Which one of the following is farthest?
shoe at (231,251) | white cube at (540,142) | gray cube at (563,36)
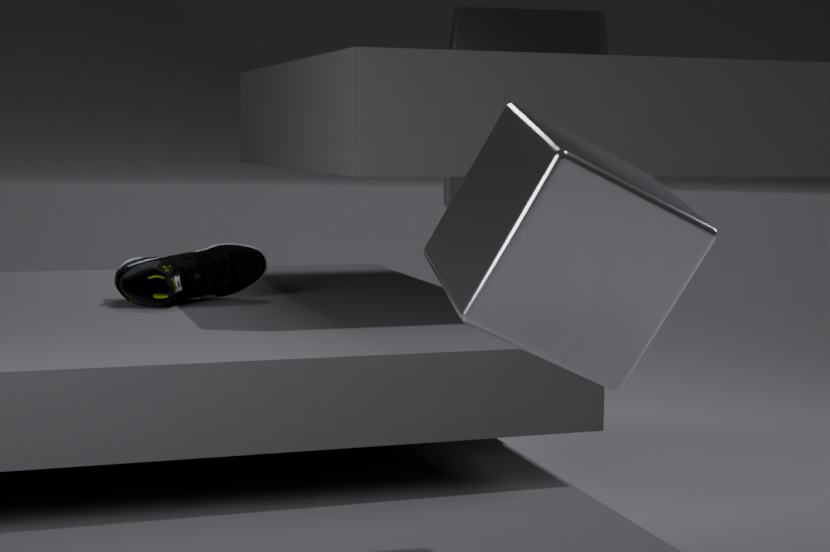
gray cube at (563,36)
